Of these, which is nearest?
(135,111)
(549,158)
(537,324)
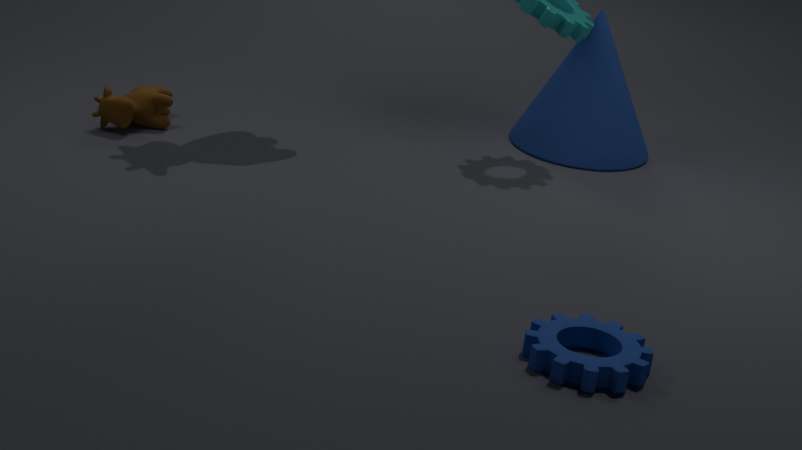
(537,324)
